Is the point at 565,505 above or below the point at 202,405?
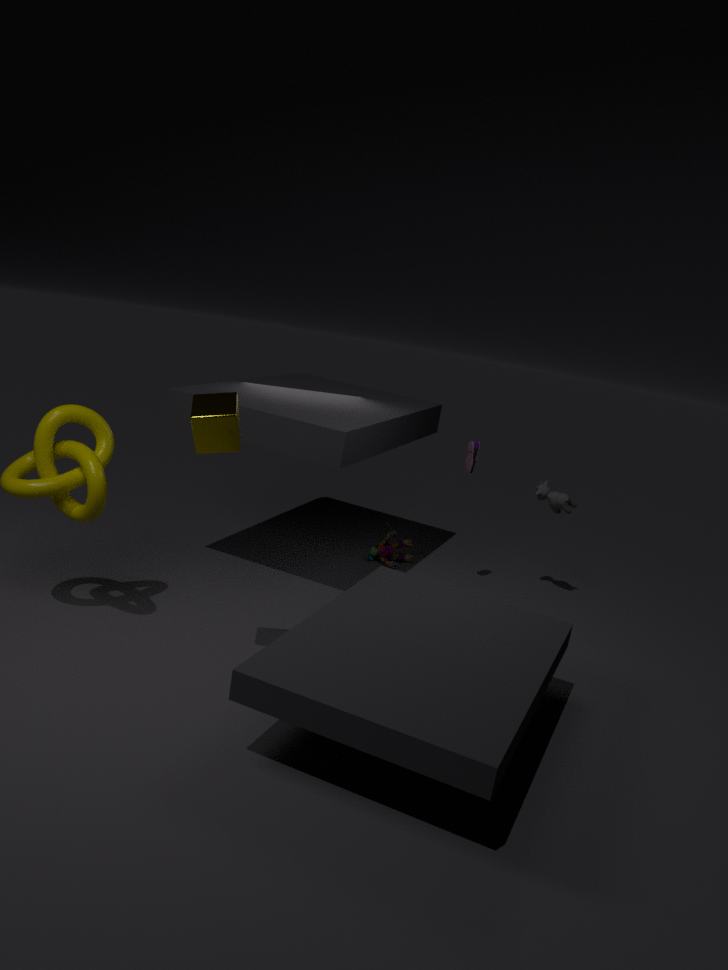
below
